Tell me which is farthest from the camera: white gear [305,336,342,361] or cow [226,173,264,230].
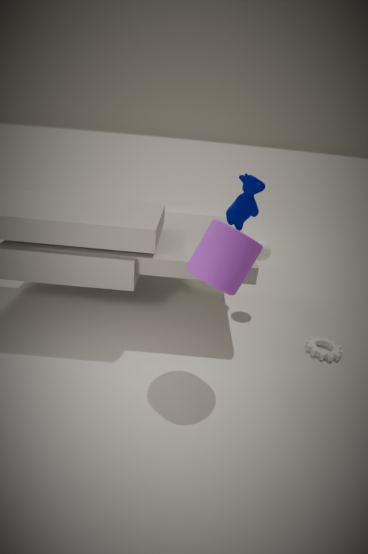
cow [226,173,264,230]
